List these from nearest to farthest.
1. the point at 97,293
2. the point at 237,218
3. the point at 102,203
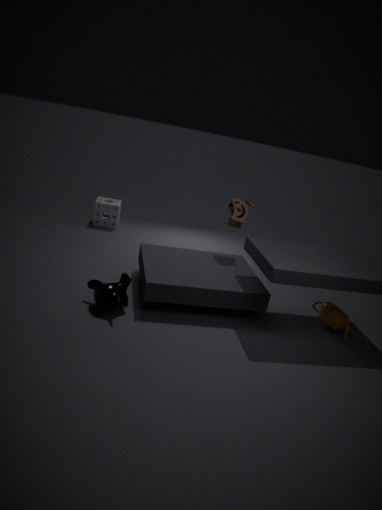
the point at 97,293, the point at 237,218, the point at 102,203
